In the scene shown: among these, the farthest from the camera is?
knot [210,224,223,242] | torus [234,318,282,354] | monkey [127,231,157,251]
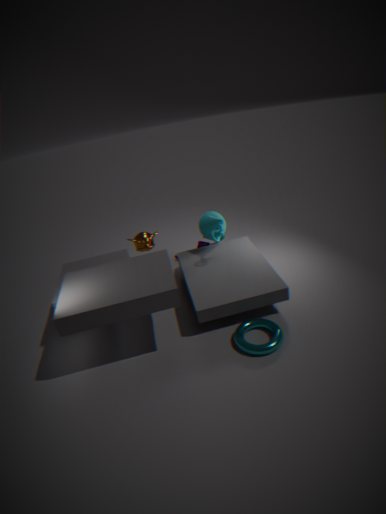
monkey [127,231,157,251]
